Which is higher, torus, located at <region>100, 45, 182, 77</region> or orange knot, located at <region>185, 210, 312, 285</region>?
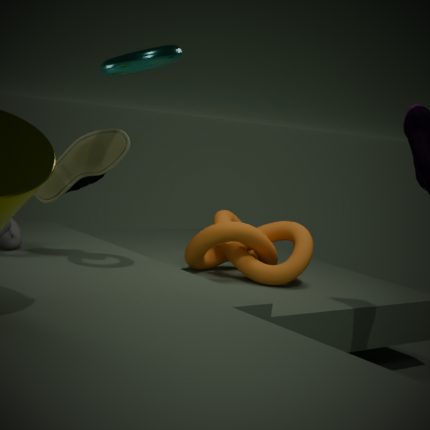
torus, located at <region>100, 45, 182, 77</region>
